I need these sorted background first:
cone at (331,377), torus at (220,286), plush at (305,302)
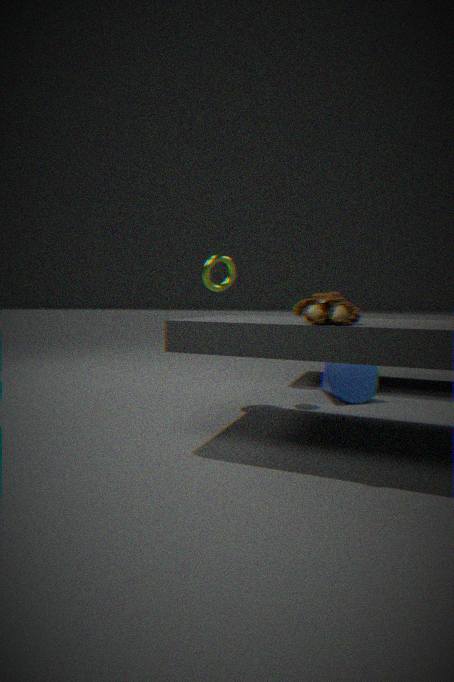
torus at (220,286) → cone at (331,377) → plush at (305,302)
